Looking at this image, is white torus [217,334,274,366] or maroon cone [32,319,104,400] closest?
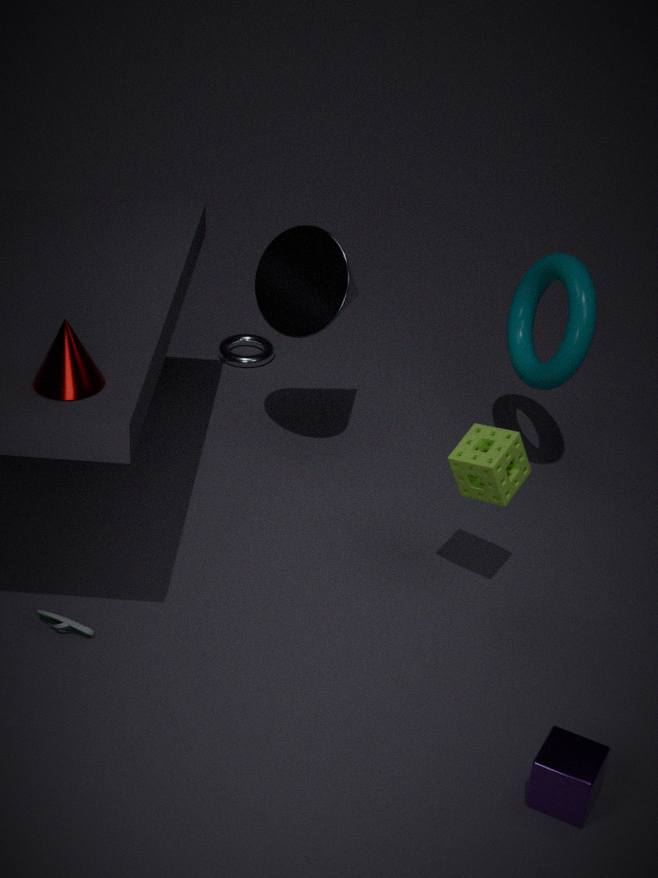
maroon cone [32,319,104,400]
